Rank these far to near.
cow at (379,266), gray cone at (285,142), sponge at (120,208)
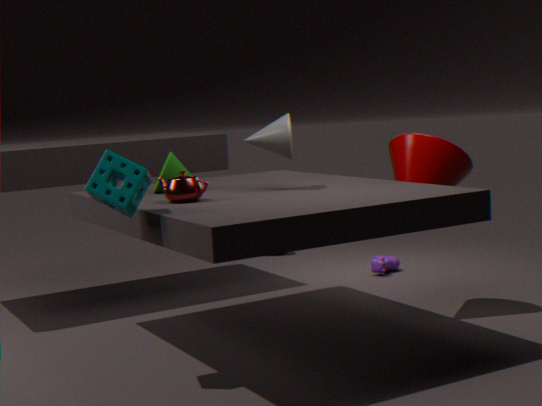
cow at (379,266) → gray cone at (285,142) → sponge at (120,208)
